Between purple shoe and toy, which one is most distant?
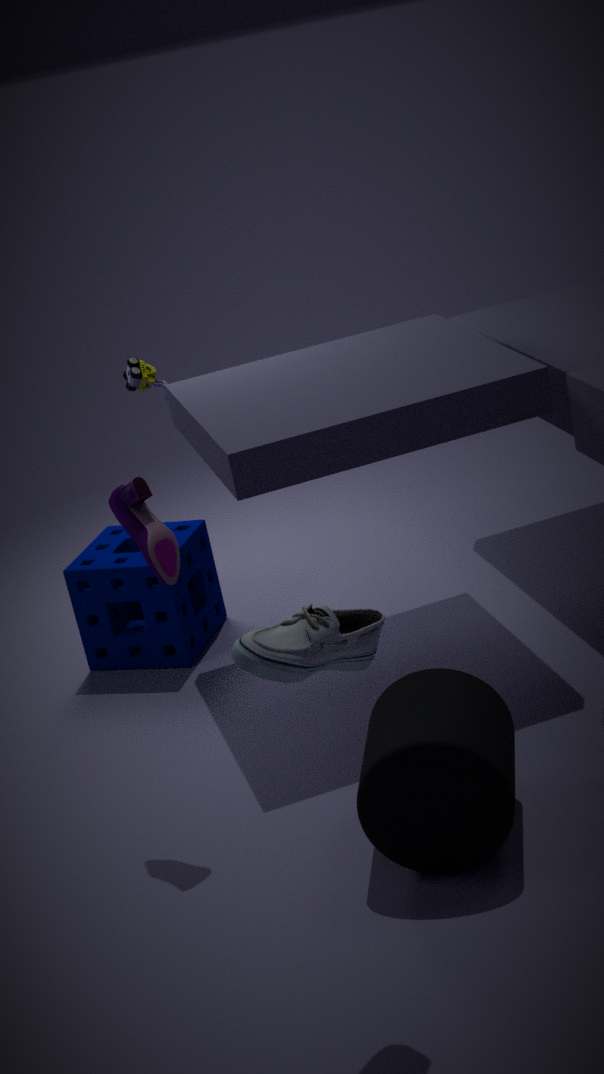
toy
